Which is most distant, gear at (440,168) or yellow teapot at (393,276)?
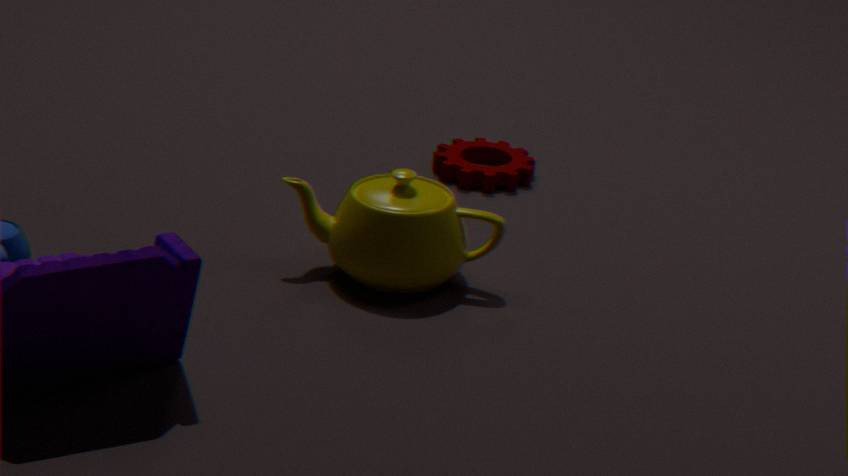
gear at (440,168)
